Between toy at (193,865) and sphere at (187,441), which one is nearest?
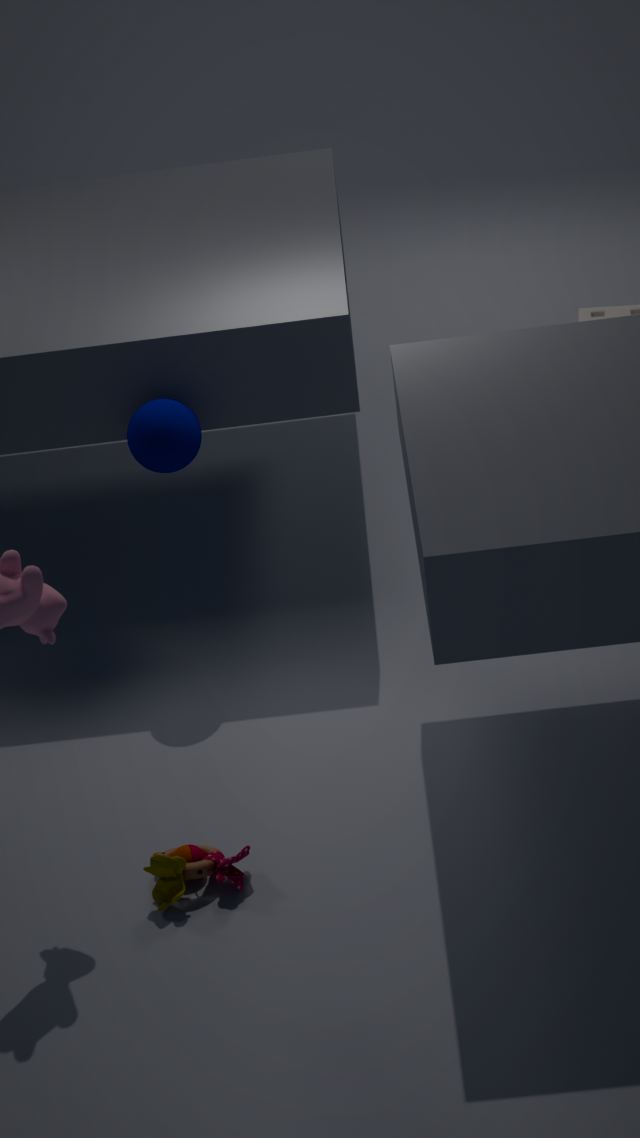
toy at (193,865)
